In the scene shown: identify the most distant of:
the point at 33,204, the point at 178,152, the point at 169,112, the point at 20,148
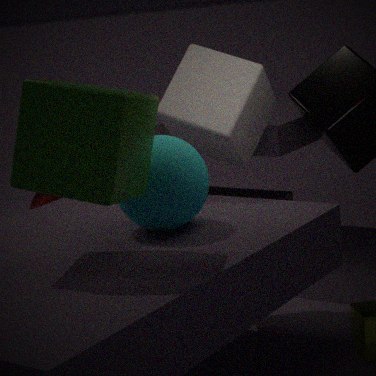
the point at 33,204
